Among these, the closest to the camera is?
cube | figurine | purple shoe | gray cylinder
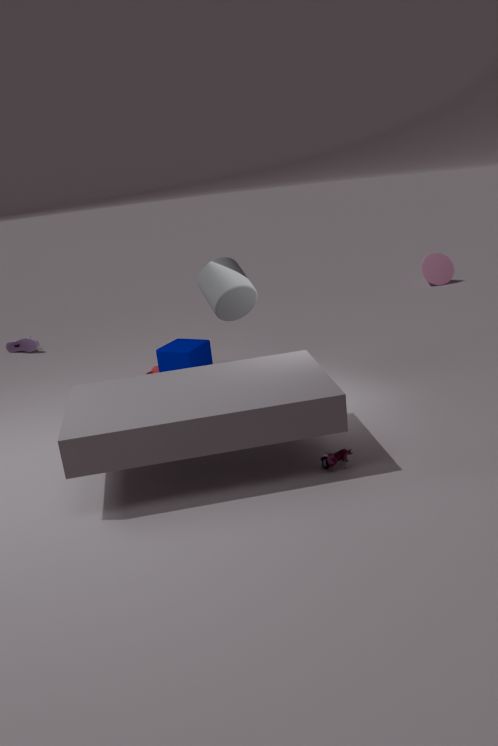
figurine
